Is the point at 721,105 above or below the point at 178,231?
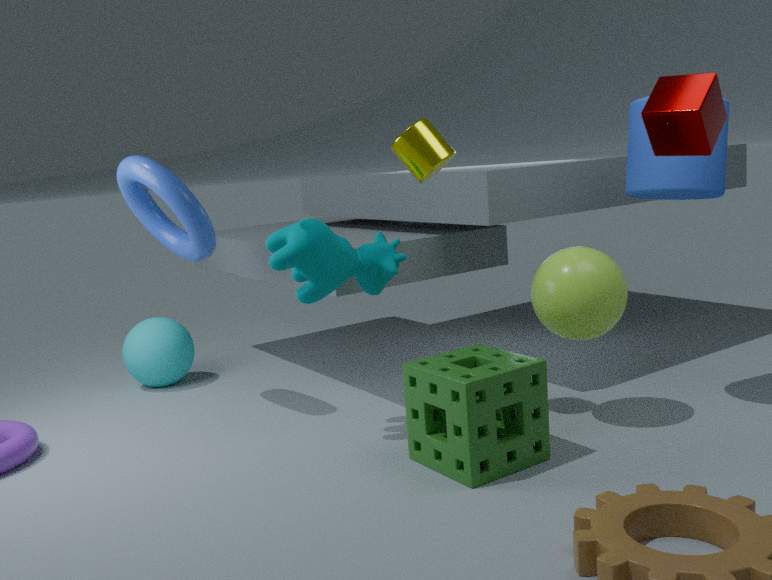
above
